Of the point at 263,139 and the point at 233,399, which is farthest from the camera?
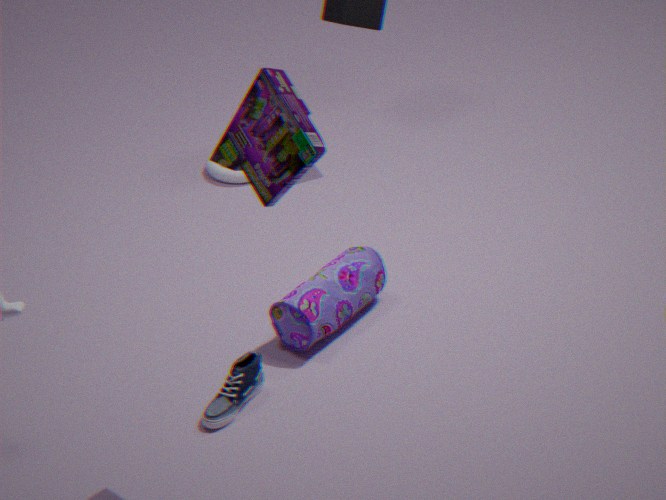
the point at 233,399
